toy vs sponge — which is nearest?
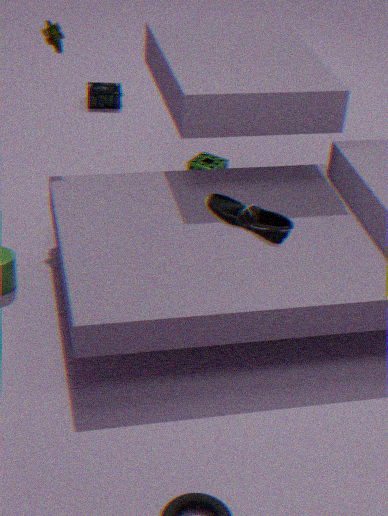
toy
